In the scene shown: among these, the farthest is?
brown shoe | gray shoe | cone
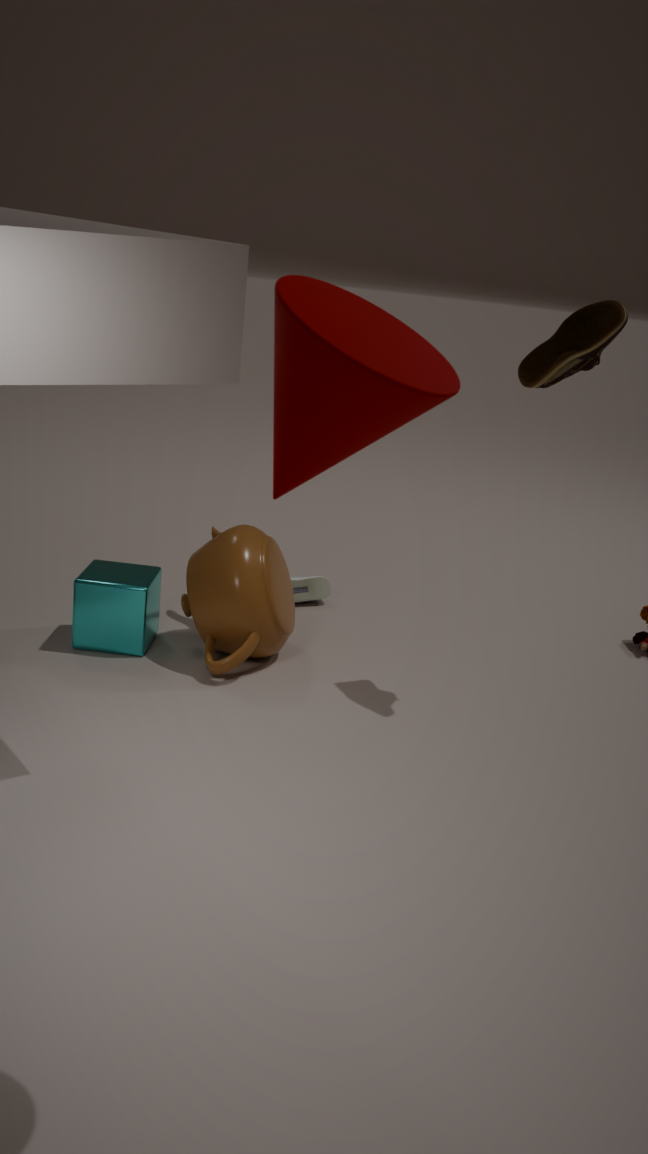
gray shoe
